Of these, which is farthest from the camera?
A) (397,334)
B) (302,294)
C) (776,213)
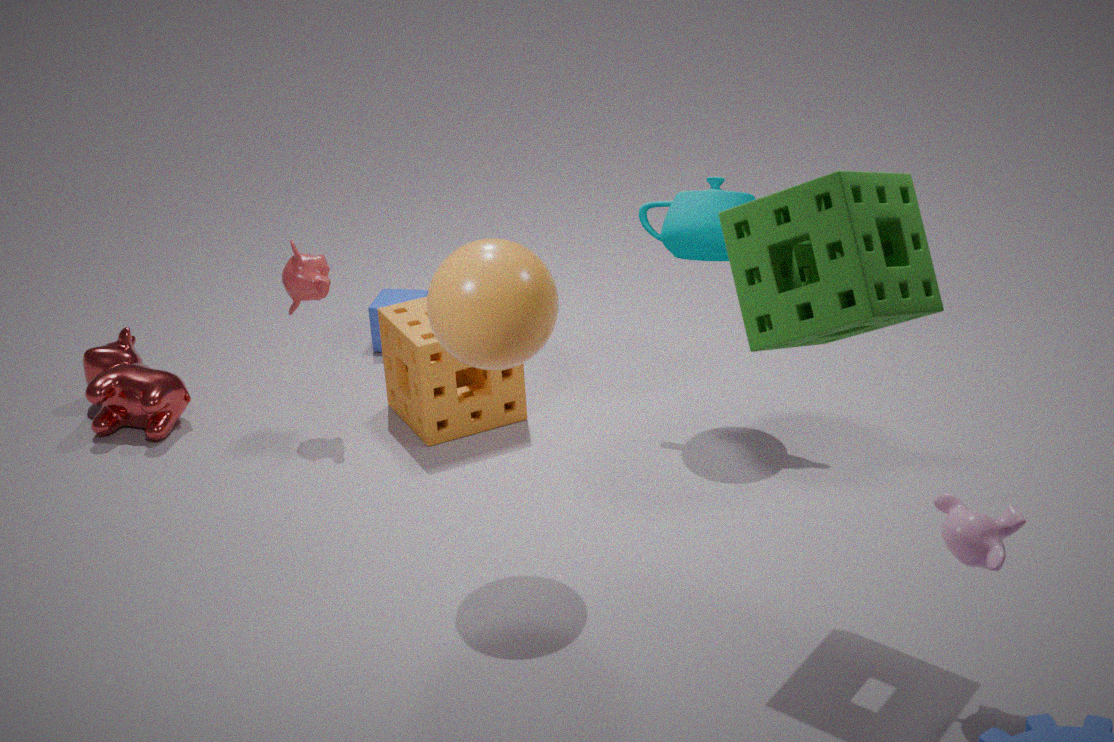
(302,294)
